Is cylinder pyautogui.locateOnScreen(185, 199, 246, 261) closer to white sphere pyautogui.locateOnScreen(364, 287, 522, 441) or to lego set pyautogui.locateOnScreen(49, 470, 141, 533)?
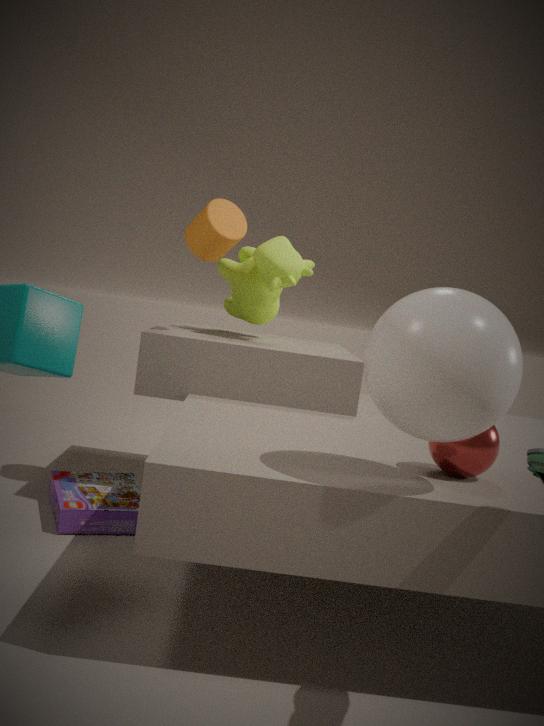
lego set pyautogui.locateOnScreen(49, 470, 141, 533)
